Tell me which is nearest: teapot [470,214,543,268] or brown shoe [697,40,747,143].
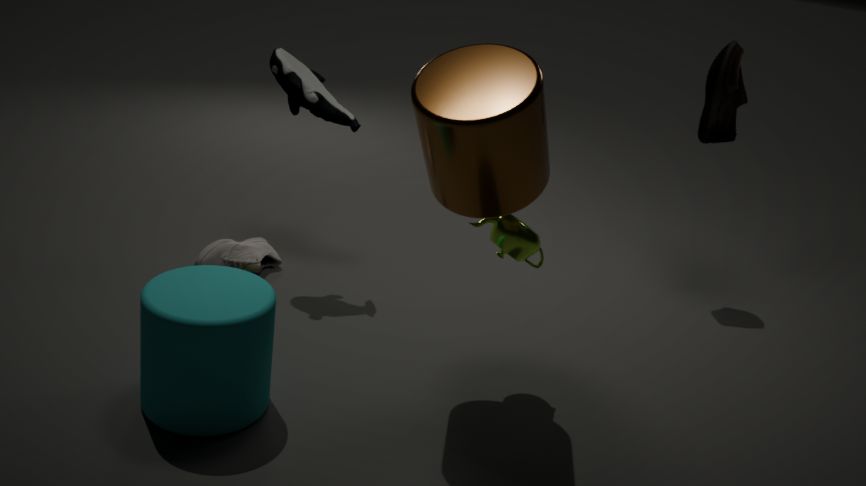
teapot [470,214,543,268]
